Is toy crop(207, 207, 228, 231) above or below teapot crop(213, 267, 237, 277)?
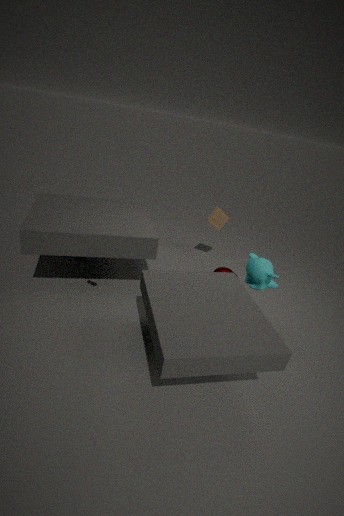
above
